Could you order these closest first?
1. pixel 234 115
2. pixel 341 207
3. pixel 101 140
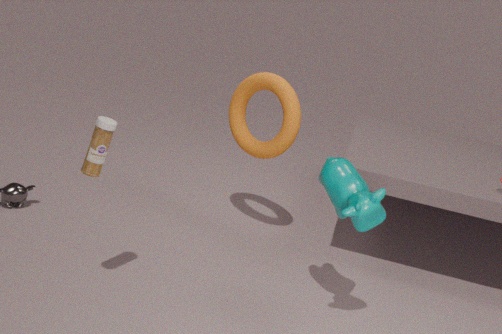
pixel 101 140
pixel 341 207
pixel 234 115
